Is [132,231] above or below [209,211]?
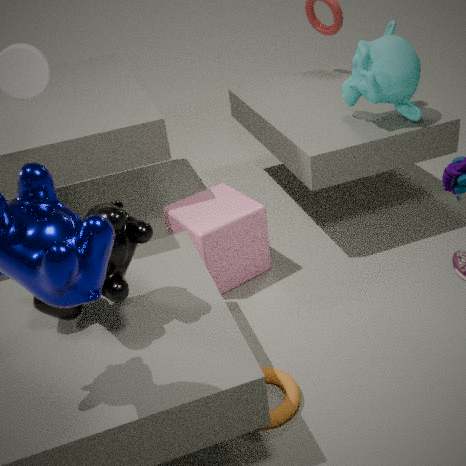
above
